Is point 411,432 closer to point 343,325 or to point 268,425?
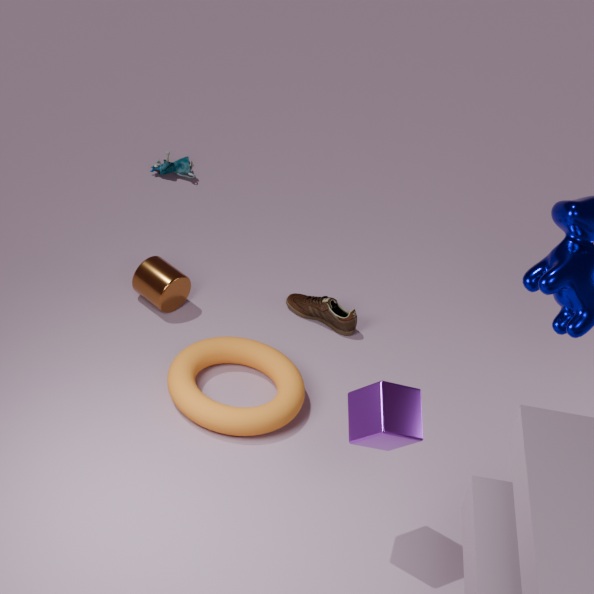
point 268,425
